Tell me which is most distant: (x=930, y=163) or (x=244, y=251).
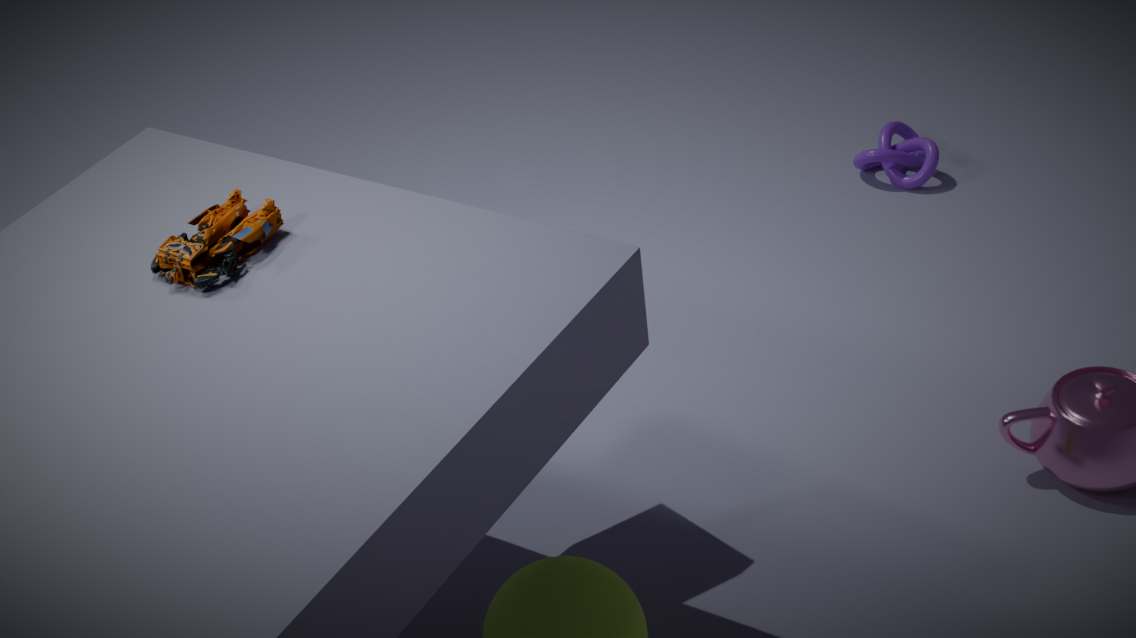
(x=930, y=163)
